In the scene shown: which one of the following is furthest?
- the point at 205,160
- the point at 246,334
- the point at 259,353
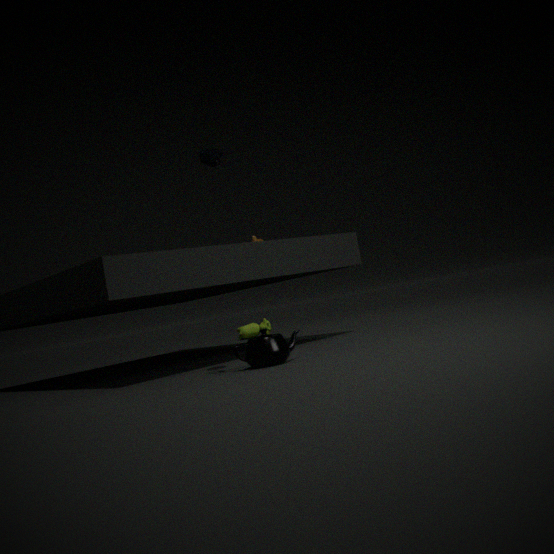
the point at 246,334
